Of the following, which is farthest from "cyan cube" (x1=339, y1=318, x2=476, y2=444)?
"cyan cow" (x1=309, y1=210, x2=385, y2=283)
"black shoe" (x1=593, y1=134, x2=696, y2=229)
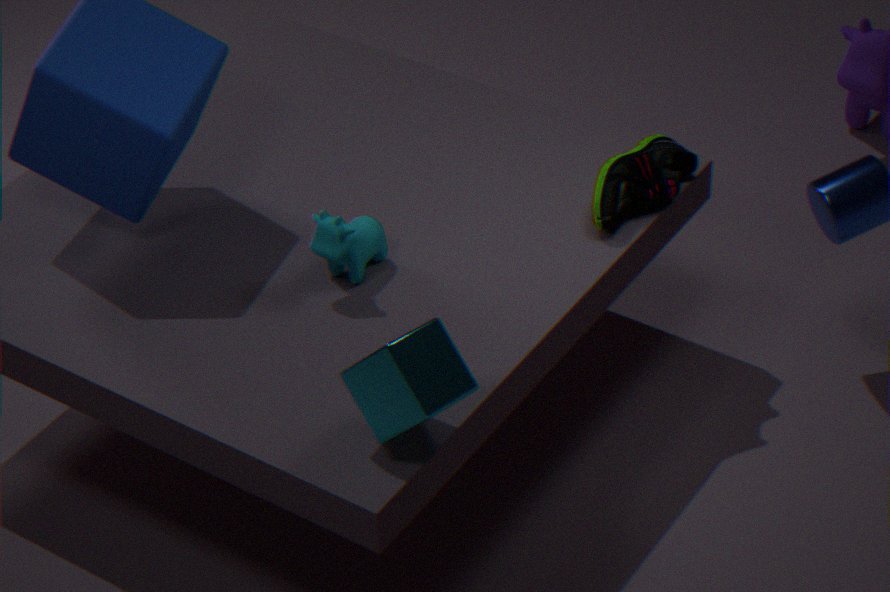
"black shoe" (x1=593, y1=134, x2=696, y2=229)
